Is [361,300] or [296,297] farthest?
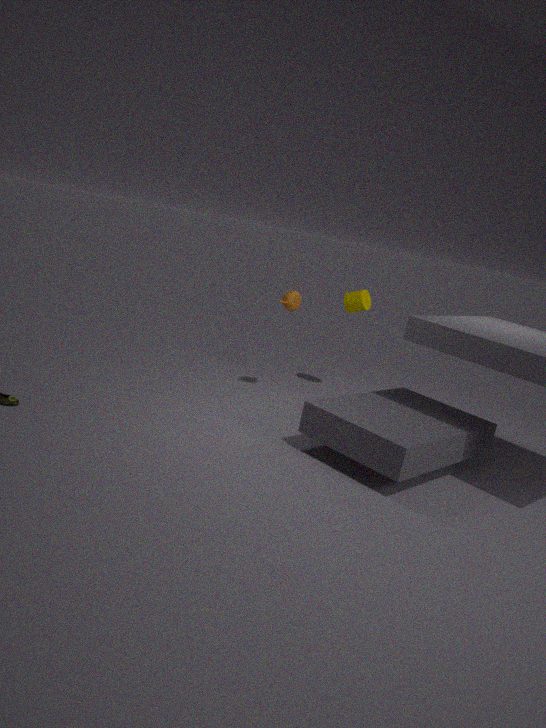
[361,300]
